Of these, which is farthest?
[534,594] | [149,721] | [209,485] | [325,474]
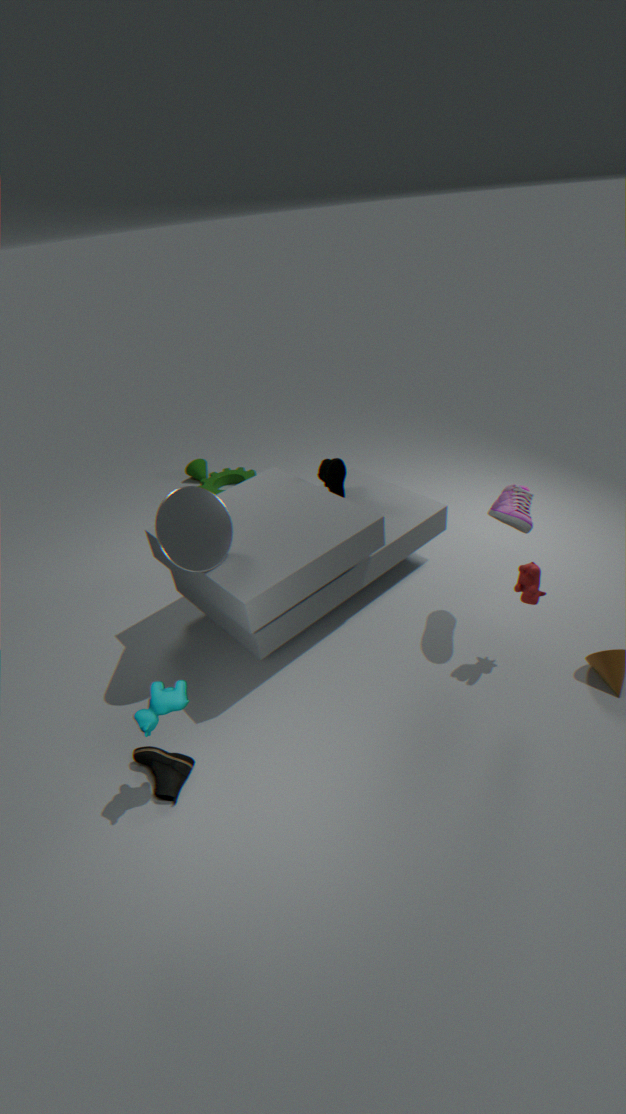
[209,485]
